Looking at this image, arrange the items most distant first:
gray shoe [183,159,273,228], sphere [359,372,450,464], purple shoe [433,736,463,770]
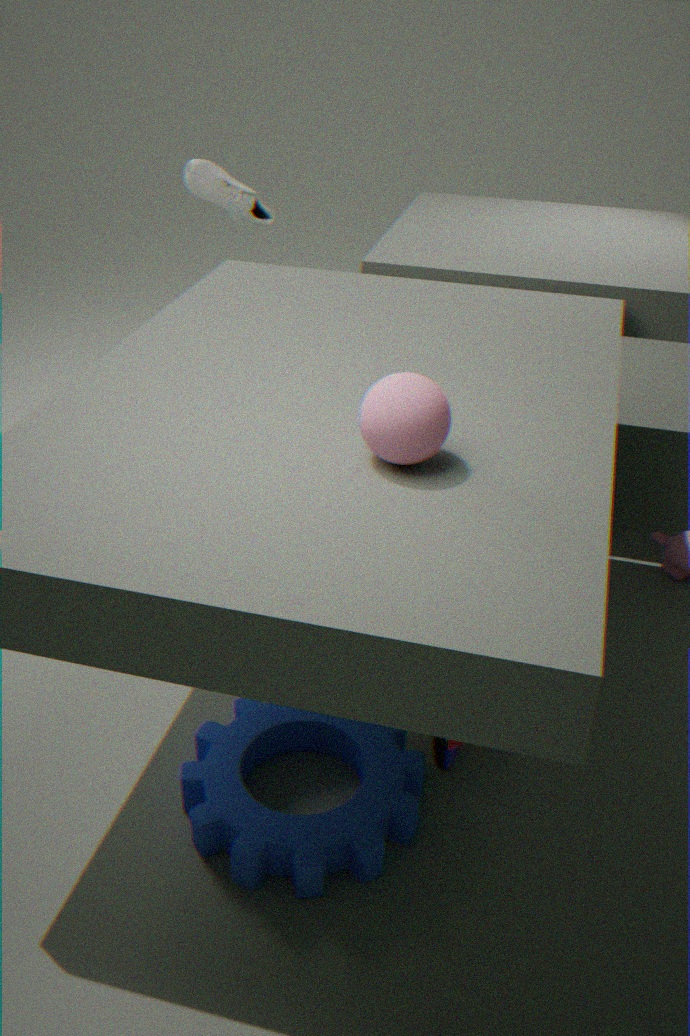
1. gray shoe [183,159,273,228]
2. purple shoe [433,736,463,770]
3. sphere [359,372,450,464]
